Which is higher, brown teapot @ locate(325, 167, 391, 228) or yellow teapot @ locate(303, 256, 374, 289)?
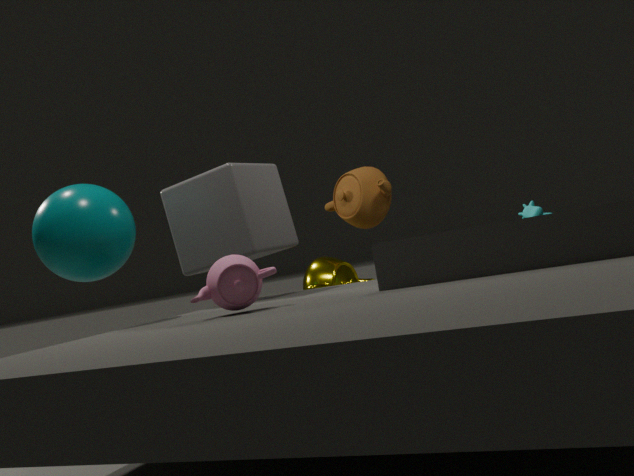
brown teapot @ locate(325, 167, 391, 228)
